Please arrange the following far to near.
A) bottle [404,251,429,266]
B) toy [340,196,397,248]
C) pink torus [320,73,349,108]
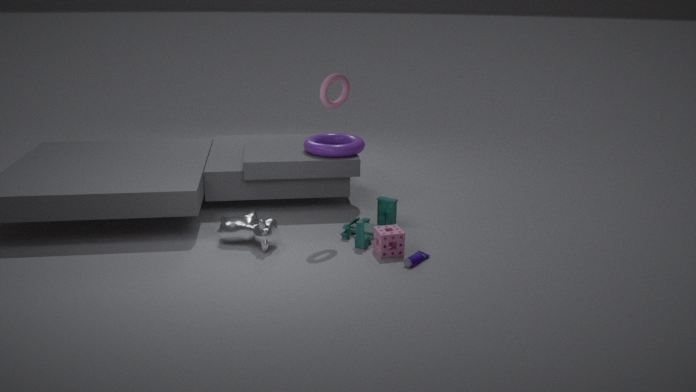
toy [340,196,397,248]
pink torus [320,73,349,108]
bottle [404,251,429,266]
